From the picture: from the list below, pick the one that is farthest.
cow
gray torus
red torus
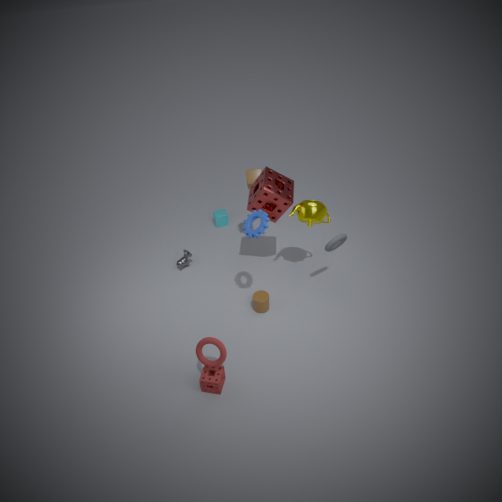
cow
